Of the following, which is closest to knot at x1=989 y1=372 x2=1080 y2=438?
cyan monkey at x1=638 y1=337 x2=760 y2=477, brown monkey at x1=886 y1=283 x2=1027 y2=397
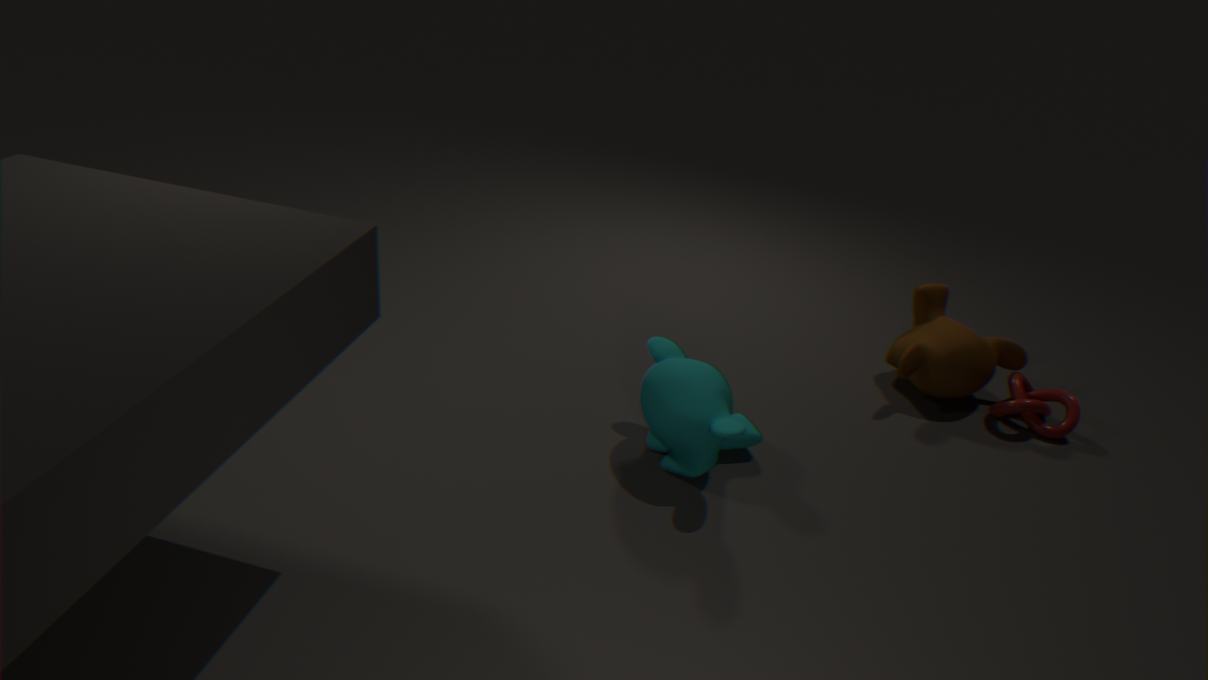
brown monkey at x1=886 y1=283 x2=1027 y2=397
